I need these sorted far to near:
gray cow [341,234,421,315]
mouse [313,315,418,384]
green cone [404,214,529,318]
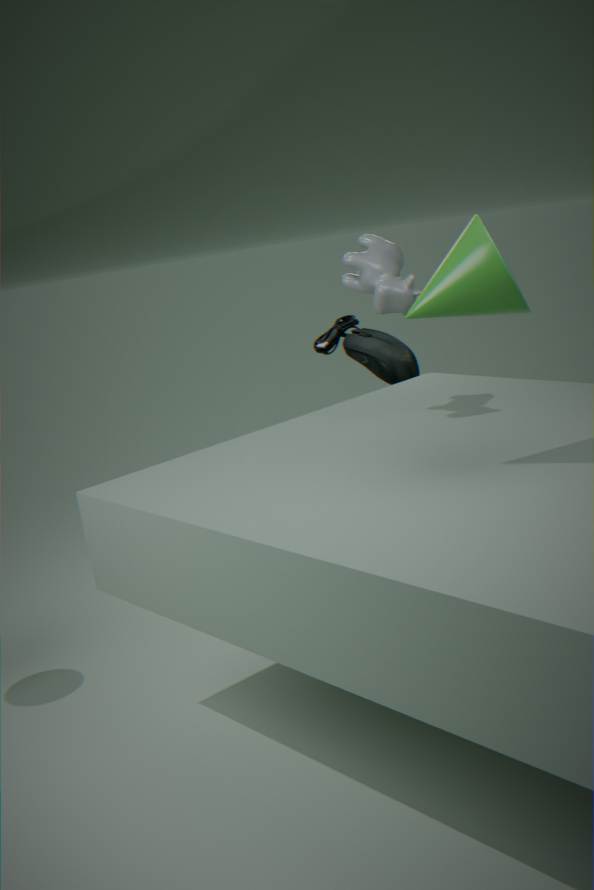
1. mouse [313,315,418,384]
2. gray cow [341,234,421,315]
3. green cone [404,214,529,318]
